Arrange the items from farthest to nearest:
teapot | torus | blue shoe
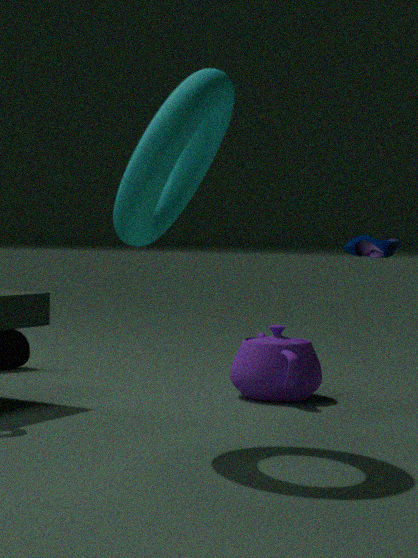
blue shoe, teapot, torus
